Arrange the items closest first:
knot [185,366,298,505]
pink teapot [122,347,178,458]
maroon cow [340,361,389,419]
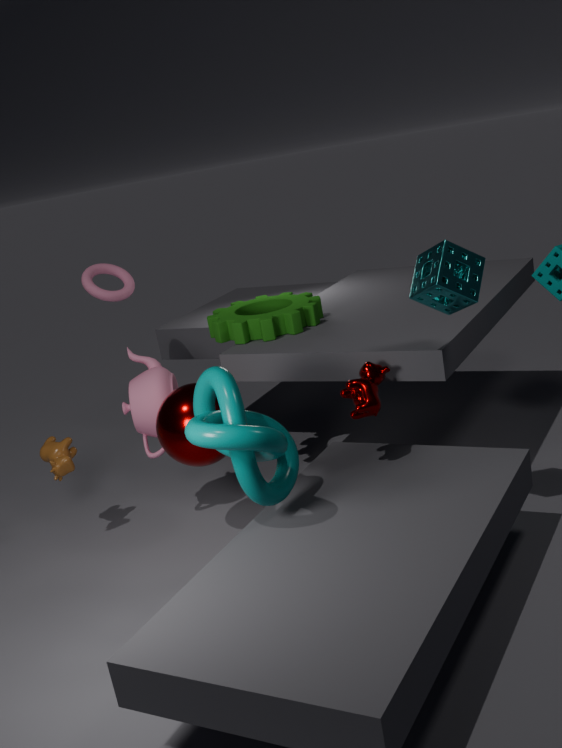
knot [185,366,298,505] → maroon cow [340,361,389,419] → pink teapot [122,347,178,458]
